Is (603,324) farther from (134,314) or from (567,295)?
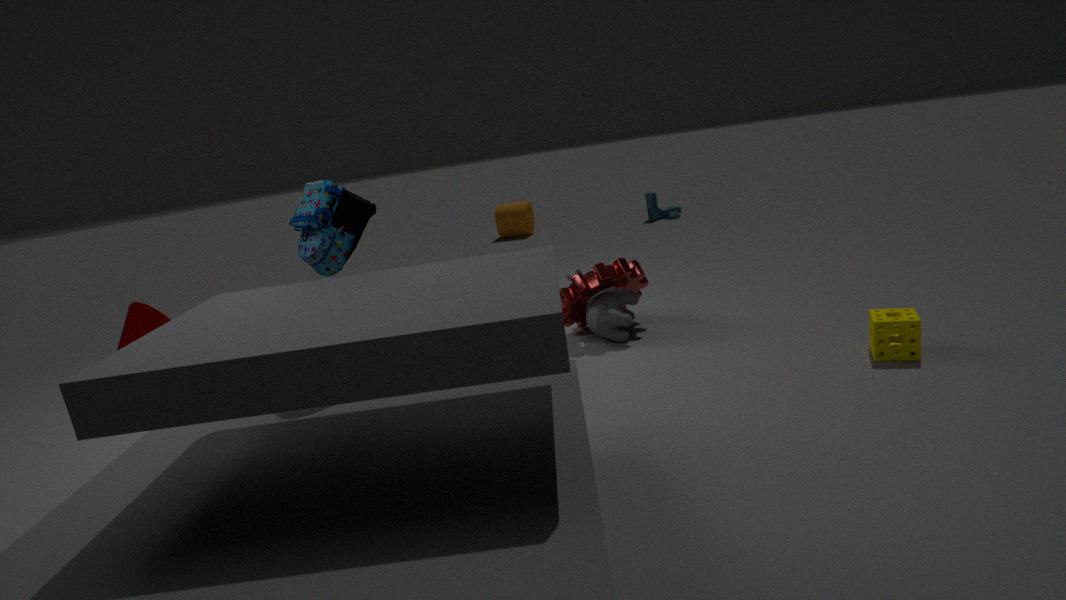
(134,314)
